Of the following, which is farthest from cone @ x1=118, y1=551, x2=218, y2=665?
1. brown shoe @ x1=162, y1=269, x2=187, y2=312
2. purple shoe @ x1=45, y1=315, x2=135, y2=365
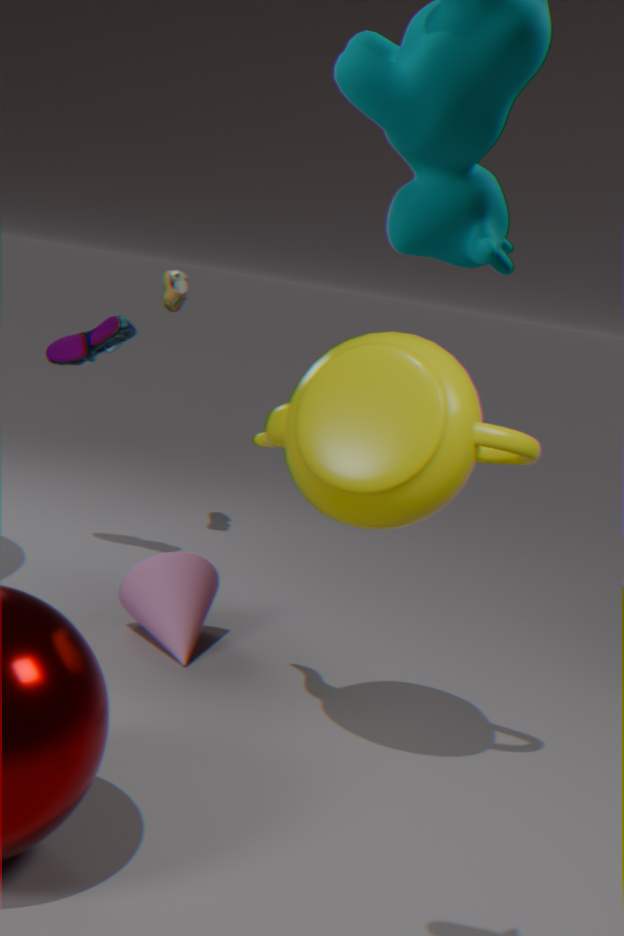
brown shoe @ x1=162, y1=269, x2=187, y2=312
